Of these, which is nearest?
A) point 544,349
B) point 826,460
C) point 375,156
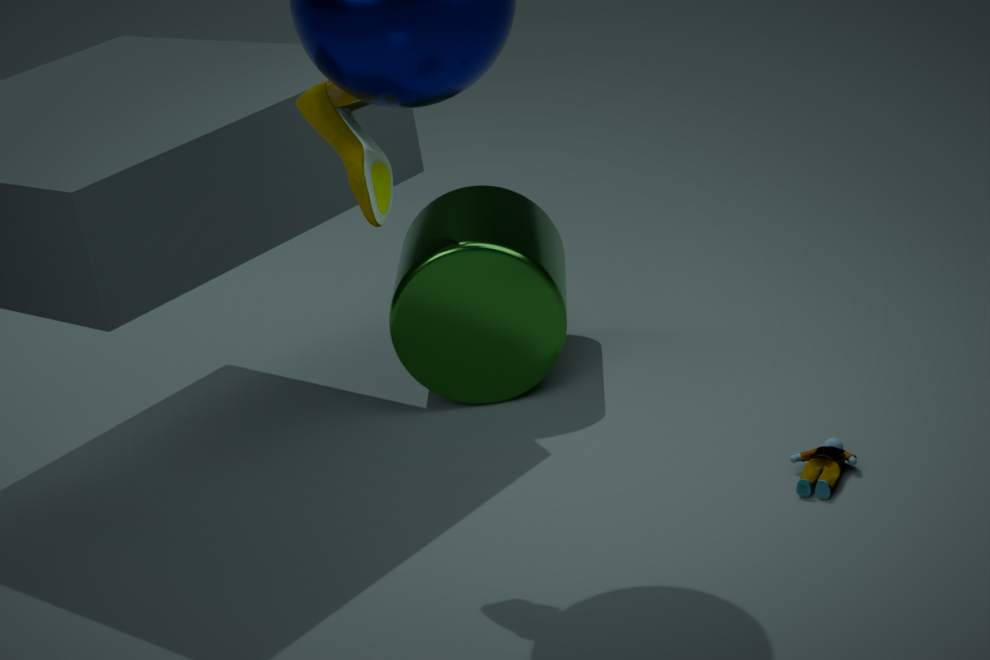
point 375,156
